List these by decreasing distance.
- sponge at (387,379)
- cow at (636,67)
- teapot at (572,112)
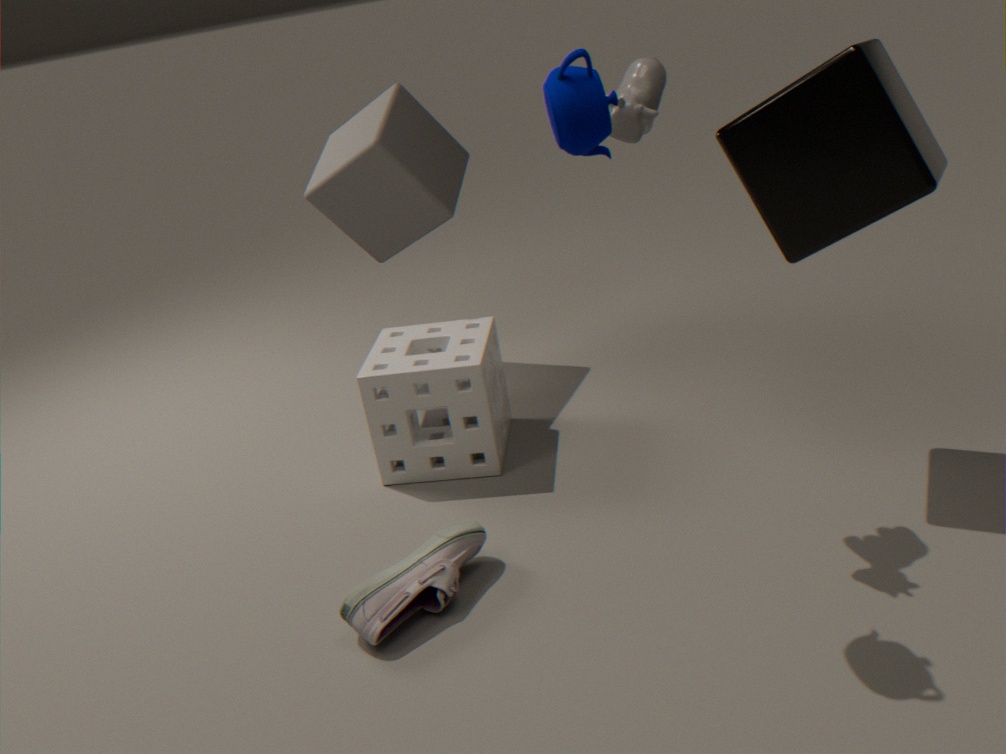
sponge at (387,379) → cow at (636,67) → teapot at (572,112)
